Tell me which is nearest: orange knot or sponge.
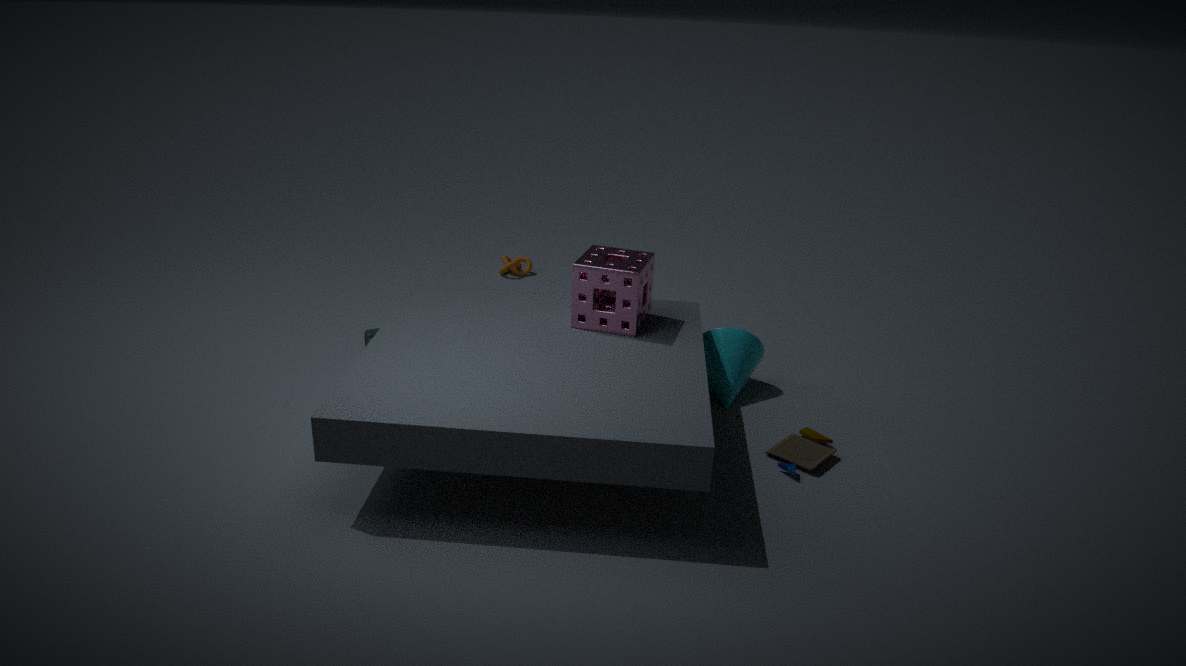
sponge
